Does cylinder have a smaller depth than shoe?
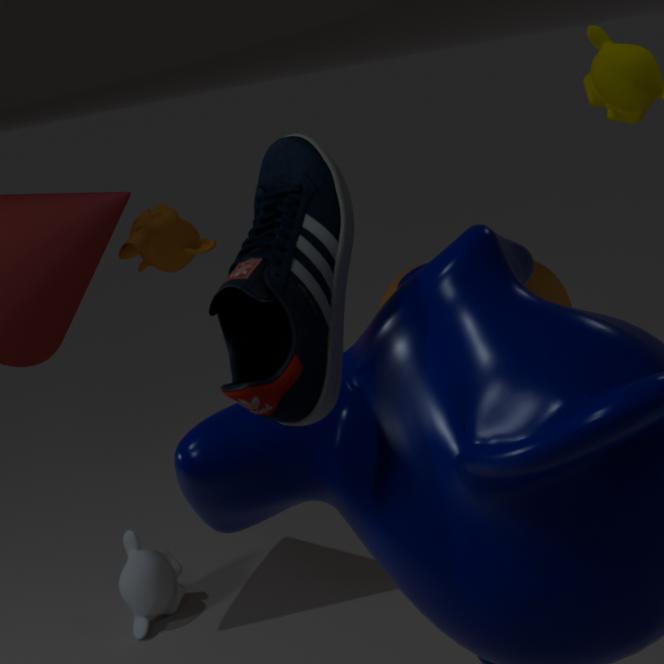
No
